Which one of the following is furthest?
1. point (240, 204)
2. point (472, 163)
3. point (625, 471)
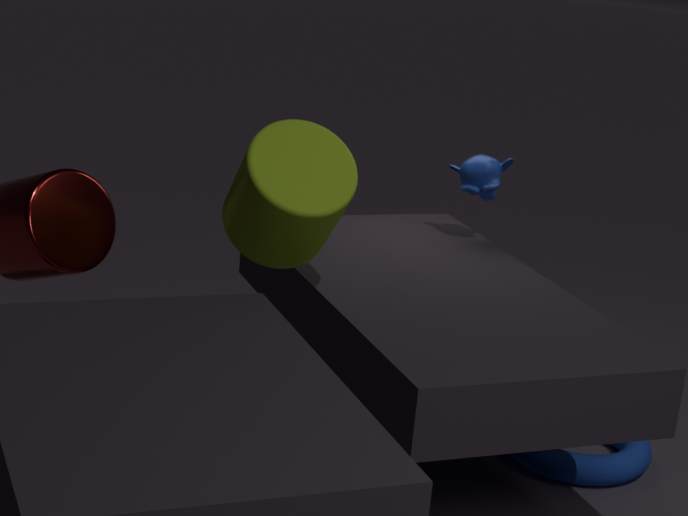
point (472, 163)
